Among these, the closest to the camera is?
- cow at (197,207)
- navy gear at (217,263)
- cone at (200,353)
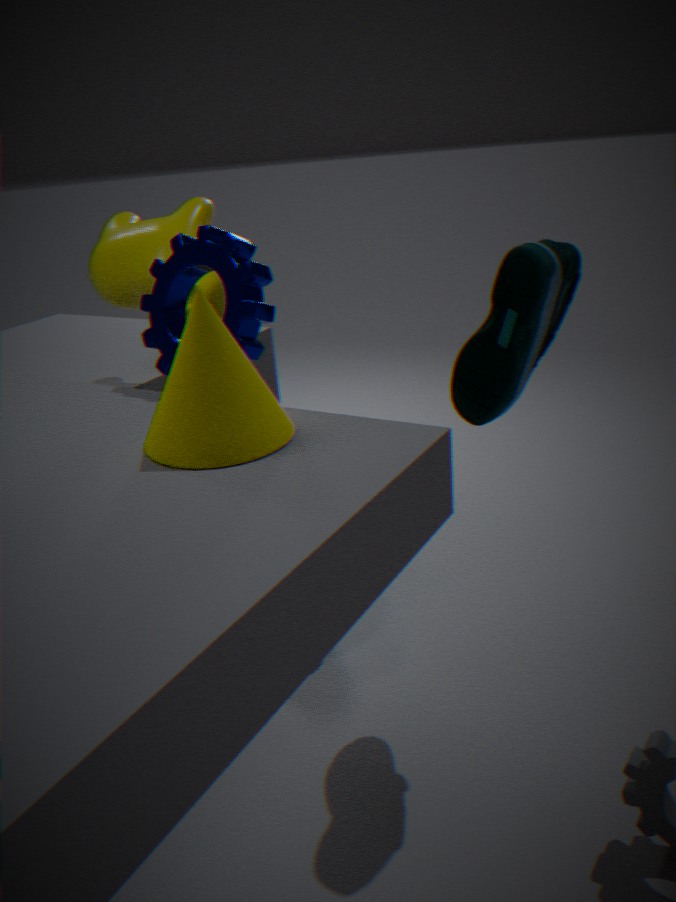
cone at (200,353)
